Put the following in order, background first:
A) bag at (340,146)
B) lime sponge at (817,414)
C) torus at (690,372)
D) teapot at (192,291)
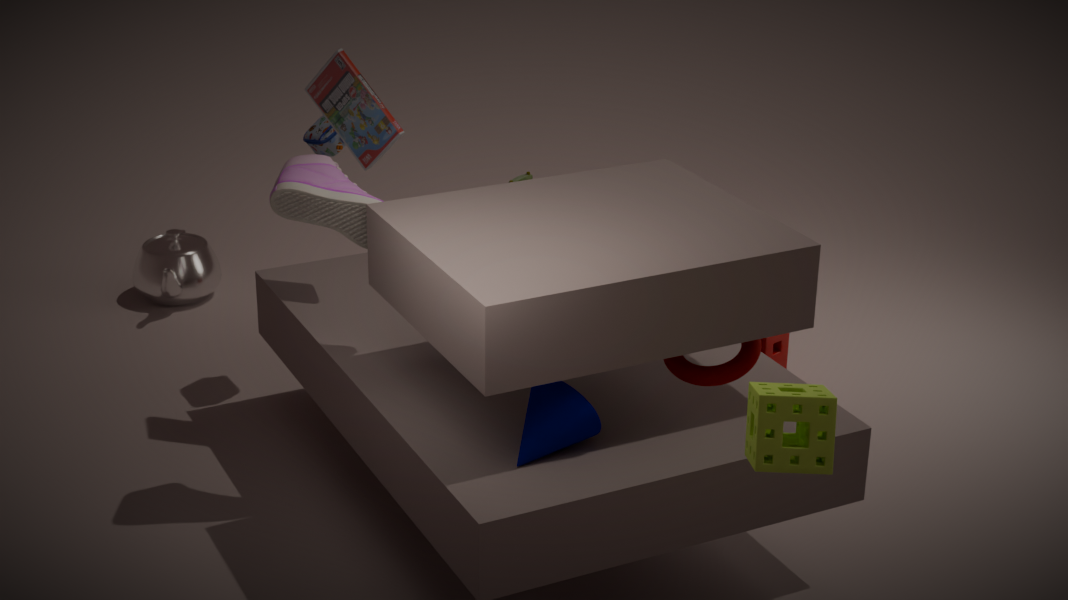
teapot at (192,291) < bag at (340,146) < torus at (690,372) < lime sponge at (817,414)
